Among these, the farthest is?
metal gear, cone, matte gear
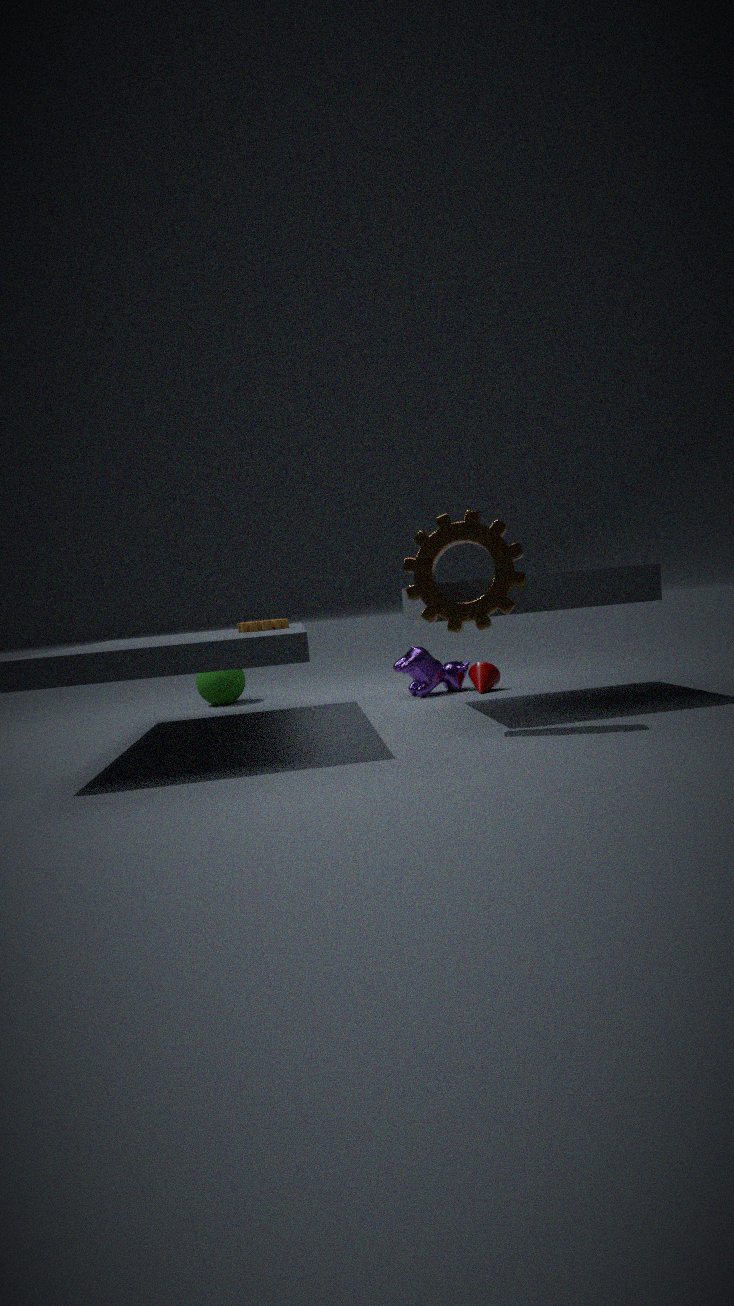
cone
